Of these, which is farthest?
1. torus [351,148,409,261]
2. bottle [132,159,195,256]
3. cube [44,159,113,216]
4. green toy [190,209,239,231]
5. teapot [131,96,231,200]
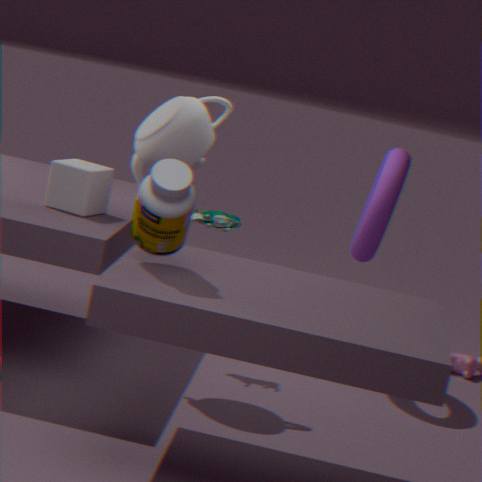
Answer: green toy [190,209,239,231]
